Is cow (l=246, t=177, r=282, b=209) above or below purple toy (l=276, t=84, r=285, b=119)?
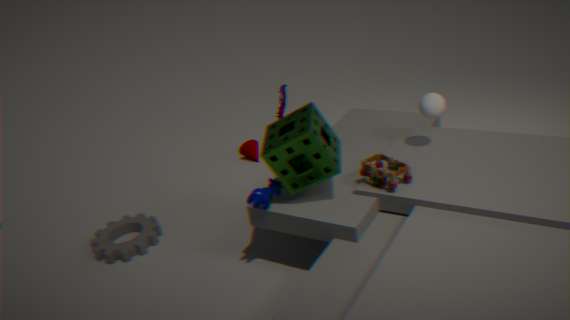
below
